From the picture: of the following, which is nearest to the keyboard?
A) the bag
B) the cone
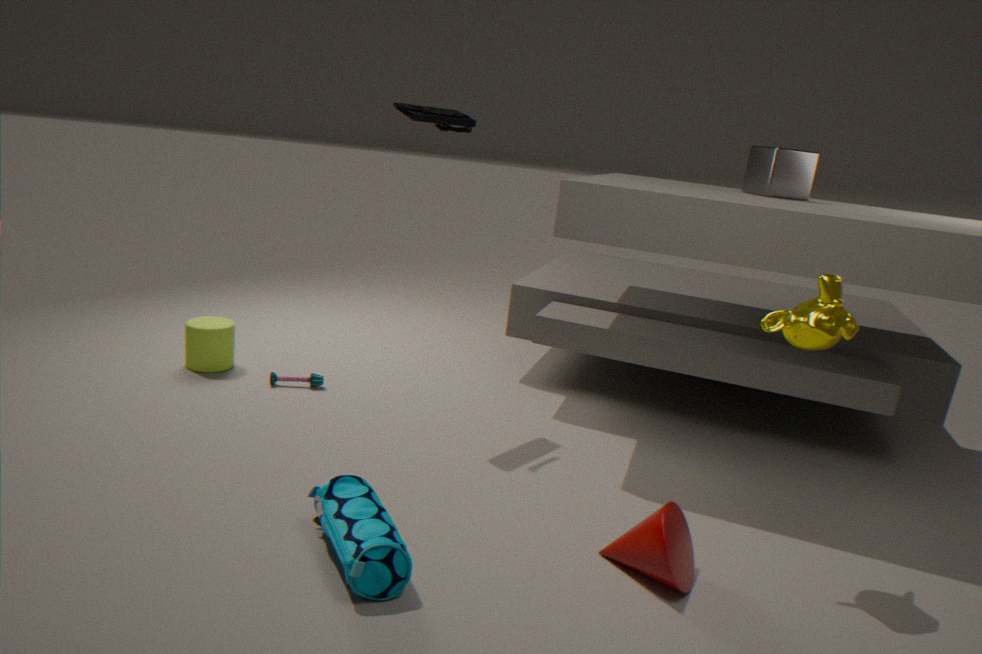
the bag
